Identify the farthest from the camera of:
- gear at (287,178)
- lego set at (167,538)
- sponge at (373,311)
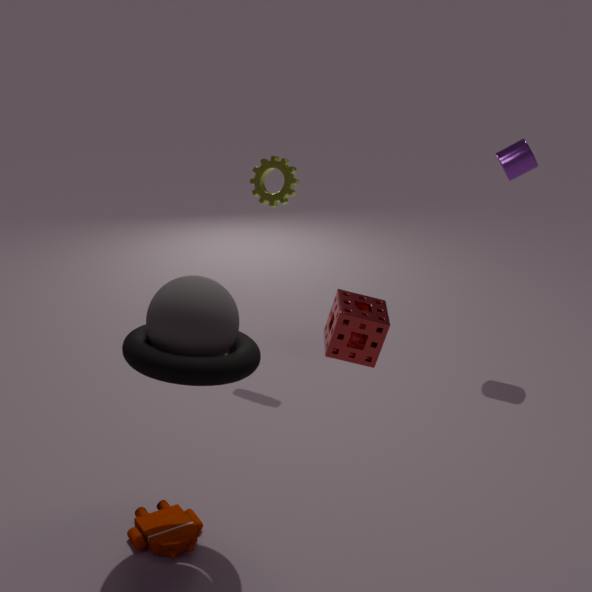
gear at (287,178)
